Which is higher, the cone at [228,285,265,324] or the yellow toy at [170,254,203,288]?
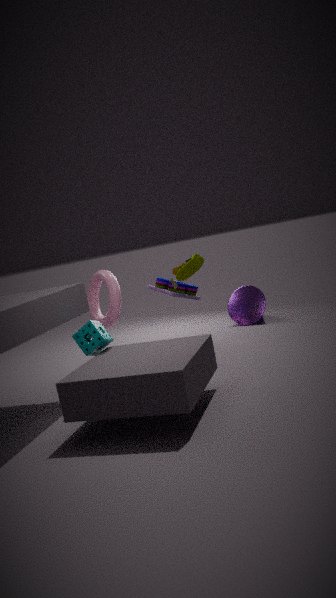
the yellow toy at [170,254,203,288]
